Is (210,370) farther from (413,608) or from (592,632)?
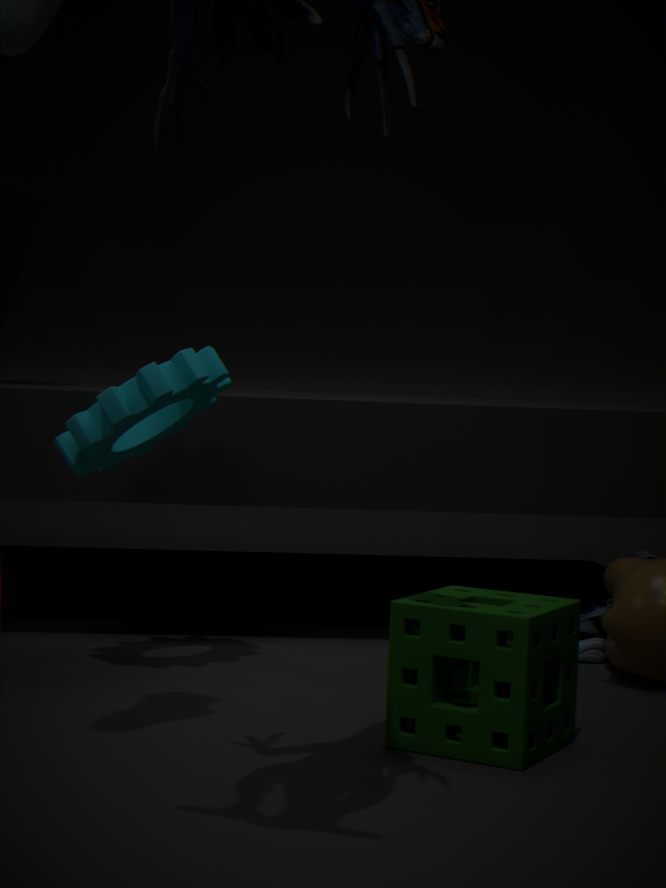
(592,632)
